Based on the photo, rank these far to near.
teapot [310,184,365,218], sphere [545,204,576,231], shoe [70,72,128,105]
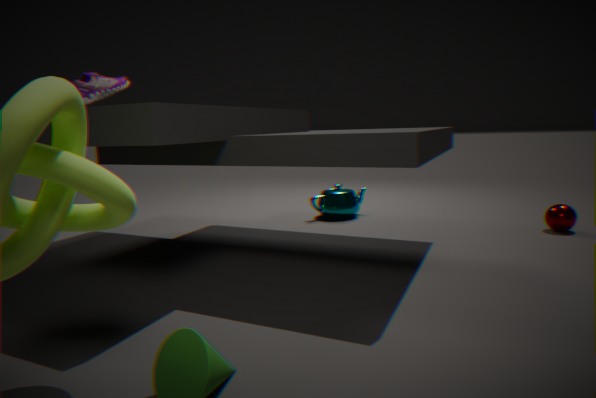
1. teapot [310,184,365,218]
2. sphere [545,204,576,231]
3. shoe [70,72,128,105]
